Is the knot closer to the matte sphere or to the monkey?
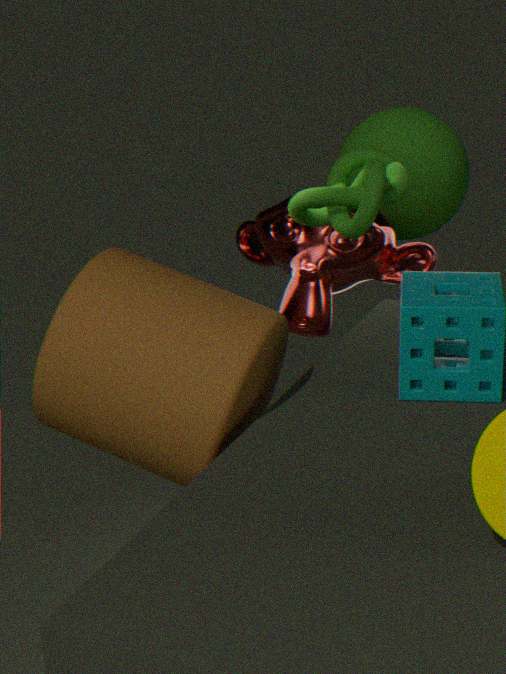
the monkey
